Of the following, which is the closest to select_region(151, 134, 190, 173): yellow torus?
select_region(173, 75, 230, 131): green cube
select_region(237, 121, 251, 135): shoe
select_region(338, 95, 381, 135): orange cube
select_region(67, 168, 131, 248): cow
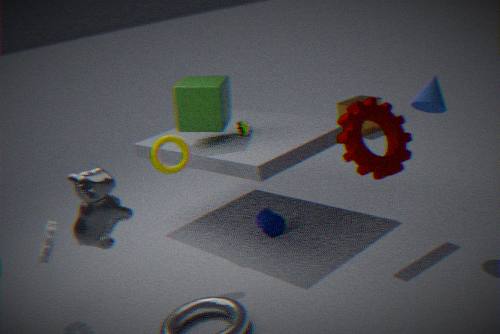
select_region(173, 75, 230, 131): green cube
